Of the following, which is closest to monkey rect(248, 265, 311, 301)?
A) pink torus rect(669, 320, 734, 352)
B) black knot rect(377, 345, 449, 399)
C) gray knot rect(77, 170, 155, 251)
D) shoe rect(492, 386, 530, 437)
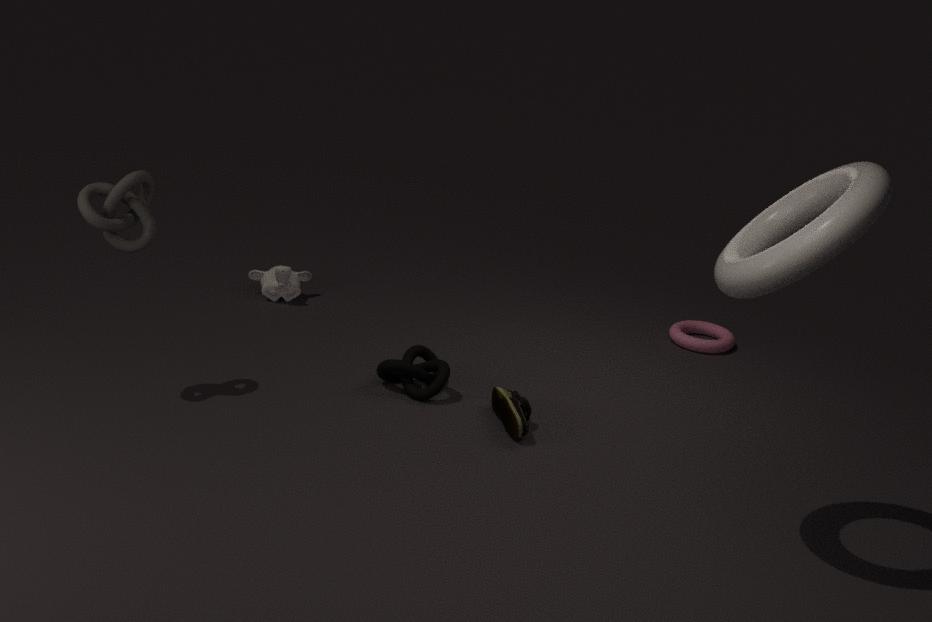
black knot rect(377, 345, 449, 399)
